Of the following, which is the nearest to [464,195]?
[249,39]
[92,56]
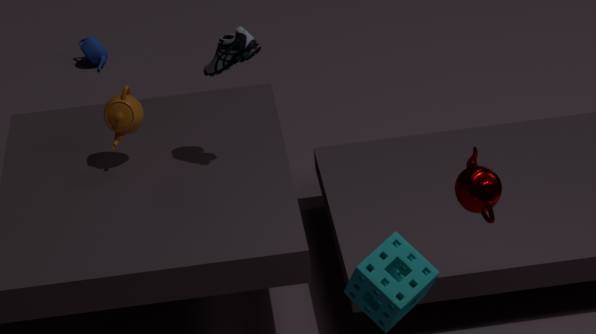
[249,39]
